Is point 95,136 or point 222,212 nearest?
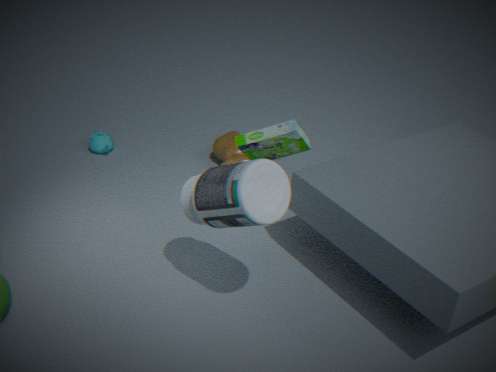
point 222,212
